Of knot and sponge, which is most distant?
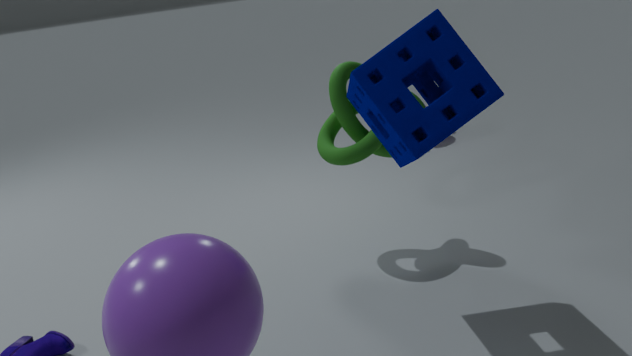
knot
